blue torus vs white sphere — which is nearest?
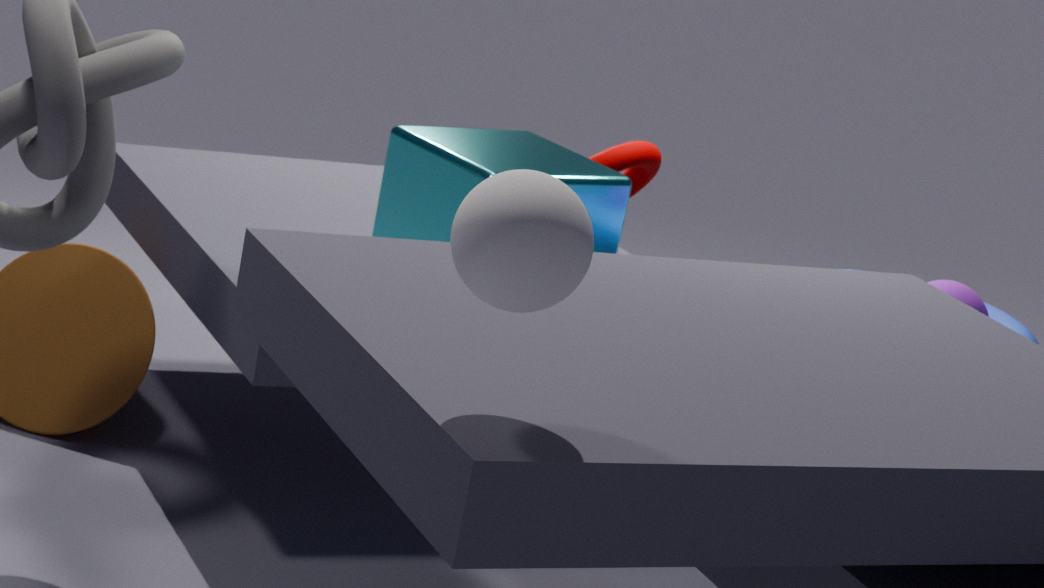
white sphere
